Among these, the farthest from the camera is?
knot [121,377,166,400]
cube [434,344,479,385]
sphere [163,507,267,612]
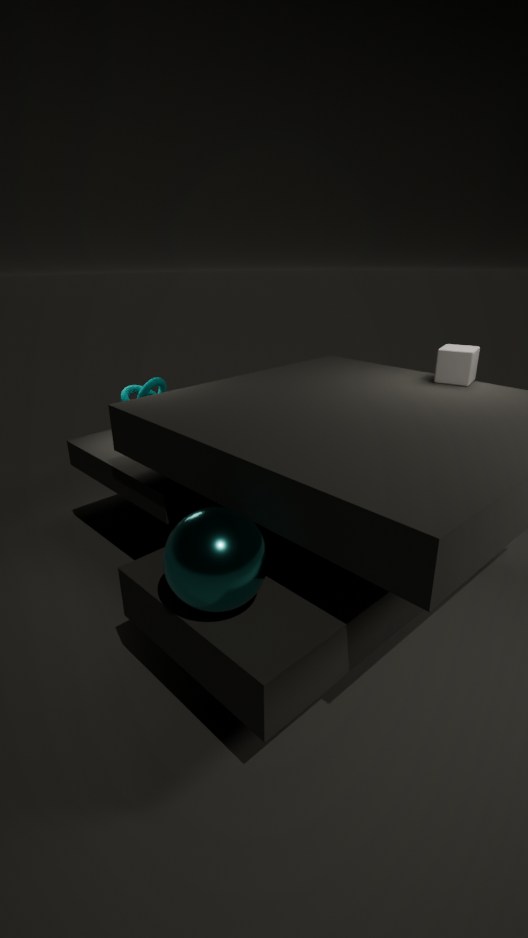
knot [121,377,166,400]
